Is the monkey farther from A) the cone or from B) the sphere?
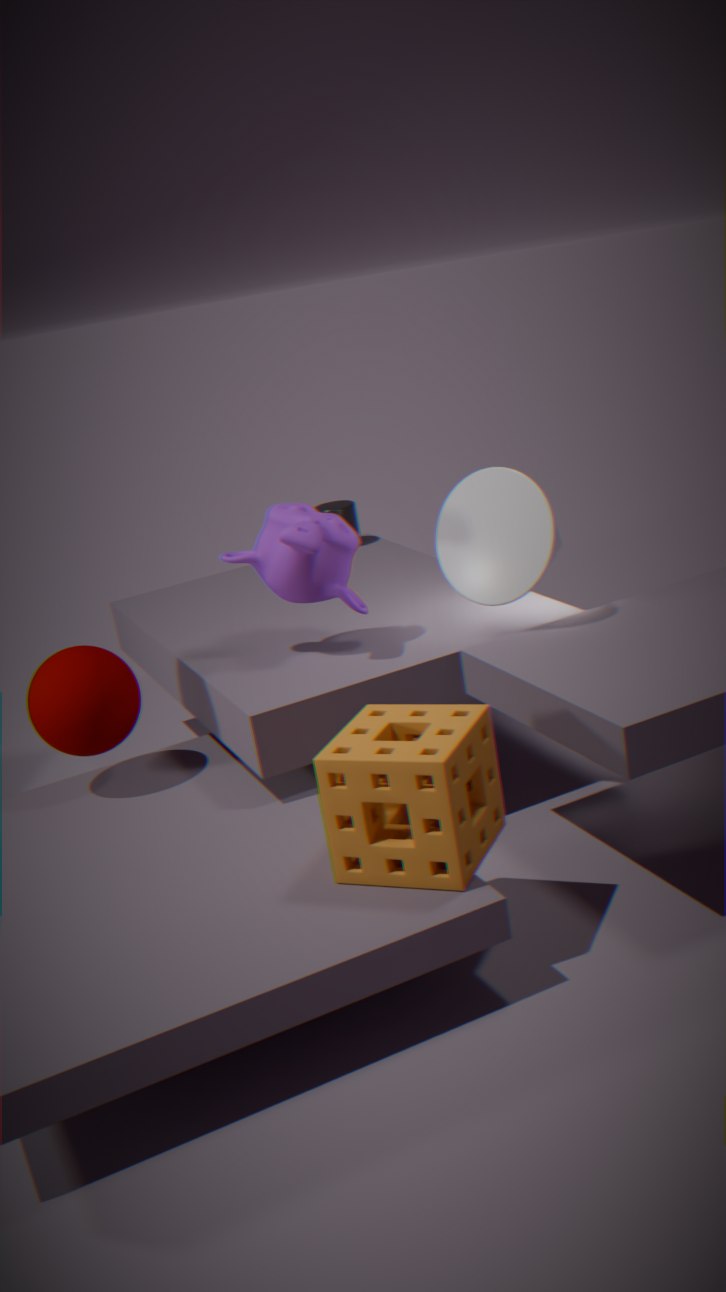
B) the sphere
